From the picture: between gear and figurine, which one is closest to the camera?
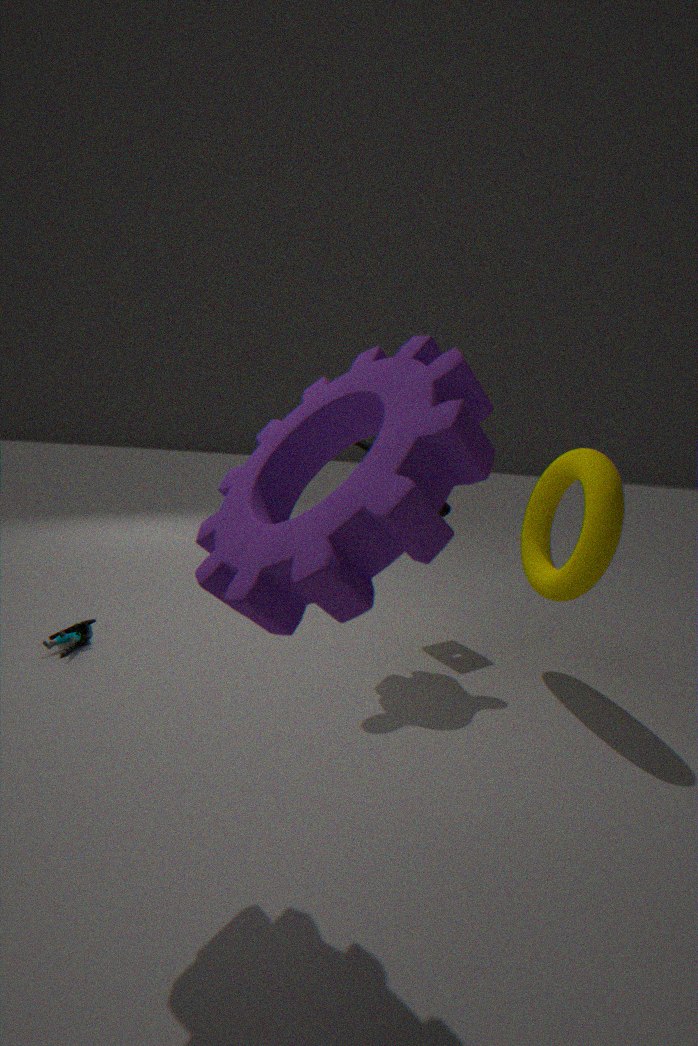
gear
